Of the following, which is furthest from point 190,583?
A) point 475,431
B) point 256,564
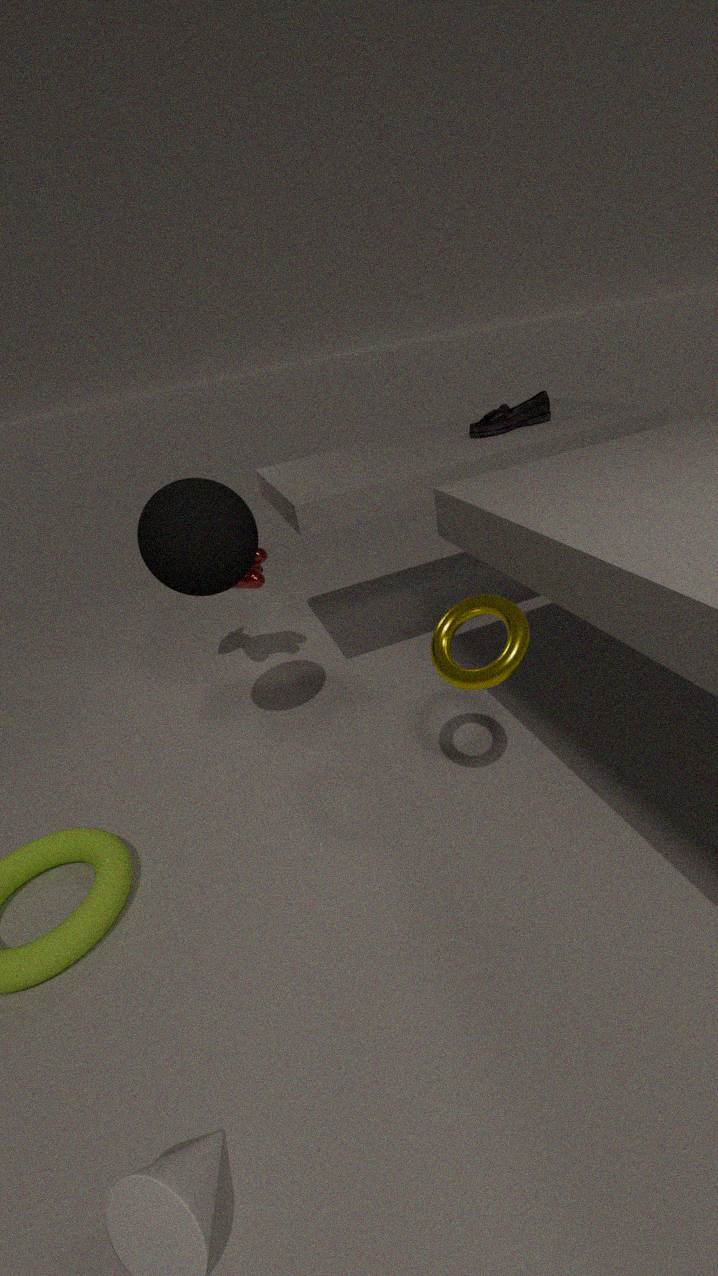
point 475,431
